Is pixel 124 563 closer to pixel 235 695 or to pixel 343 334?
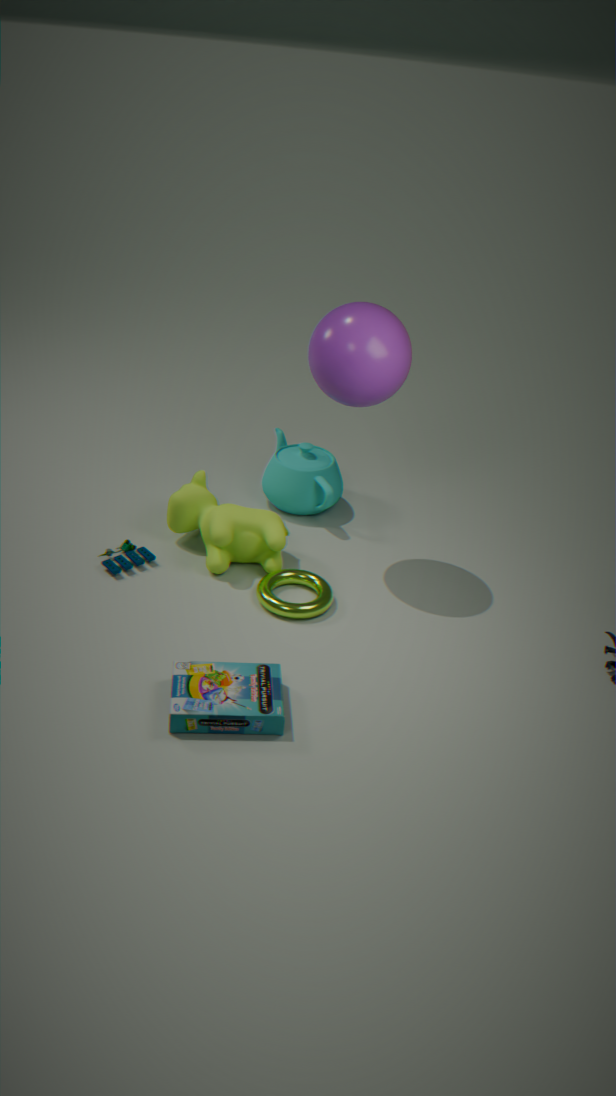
pixel 235 695
